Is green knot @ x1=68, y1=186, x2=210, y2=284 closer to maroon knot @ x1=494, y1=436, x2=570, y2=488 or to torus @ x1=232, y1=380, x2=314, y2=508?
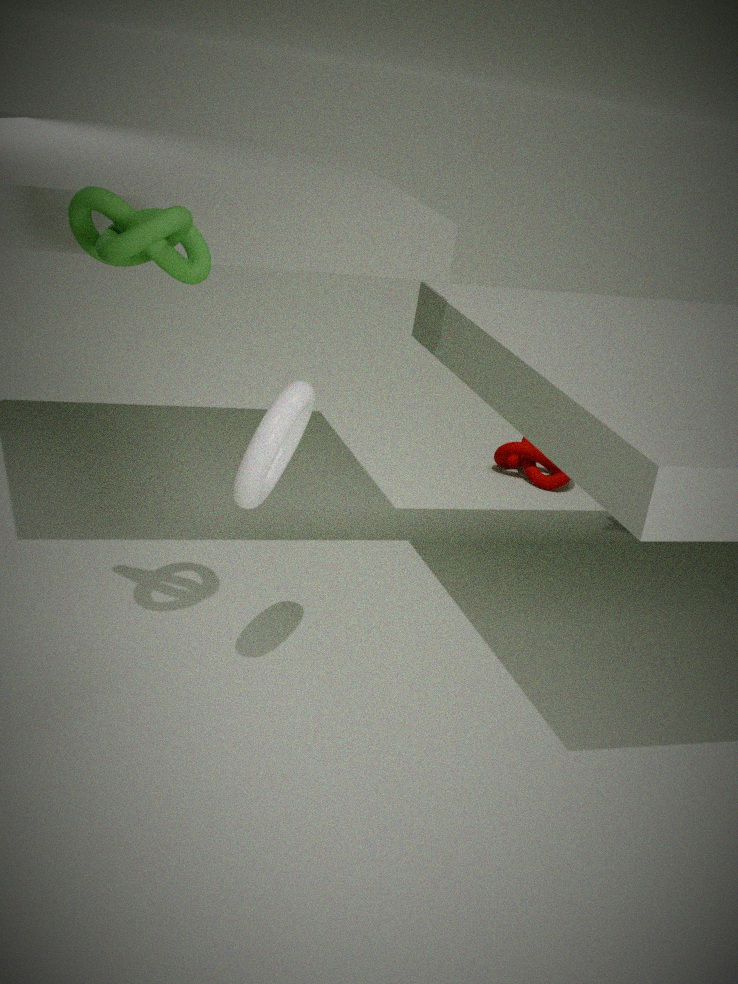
torus @ x1=232, y1=380, x2=314, y2=508
